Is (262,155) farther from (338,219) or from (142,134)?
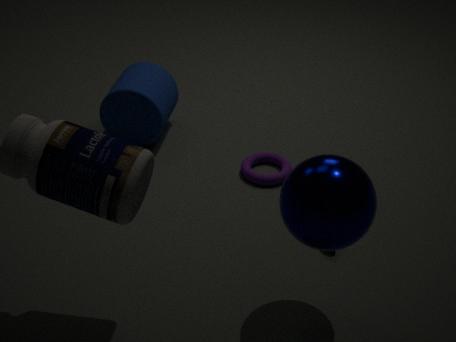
(338,219)
